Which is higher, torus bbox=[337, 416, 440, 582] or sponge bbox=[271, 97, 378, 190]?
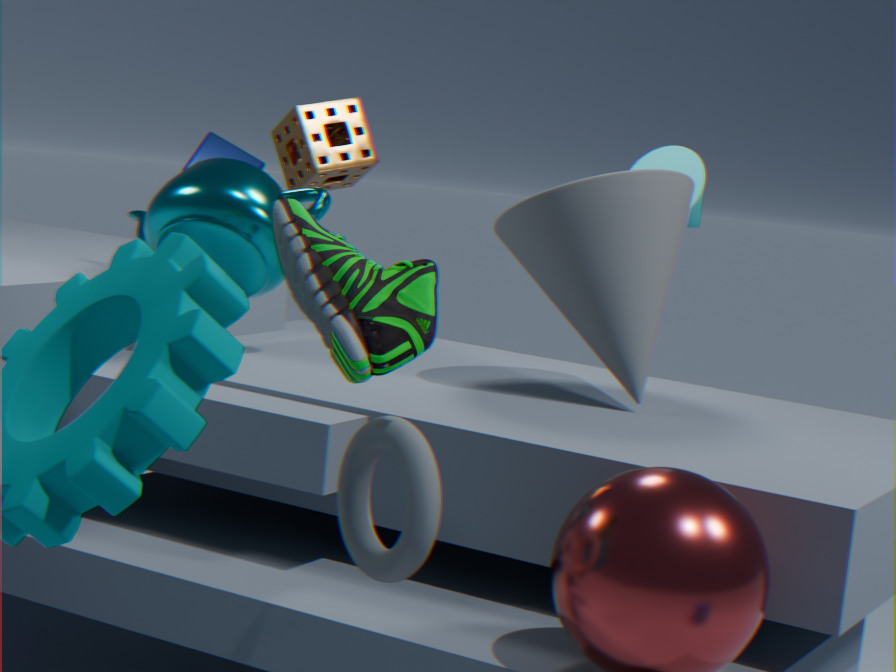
sponge bbox=[271, 97, 378, 190]
